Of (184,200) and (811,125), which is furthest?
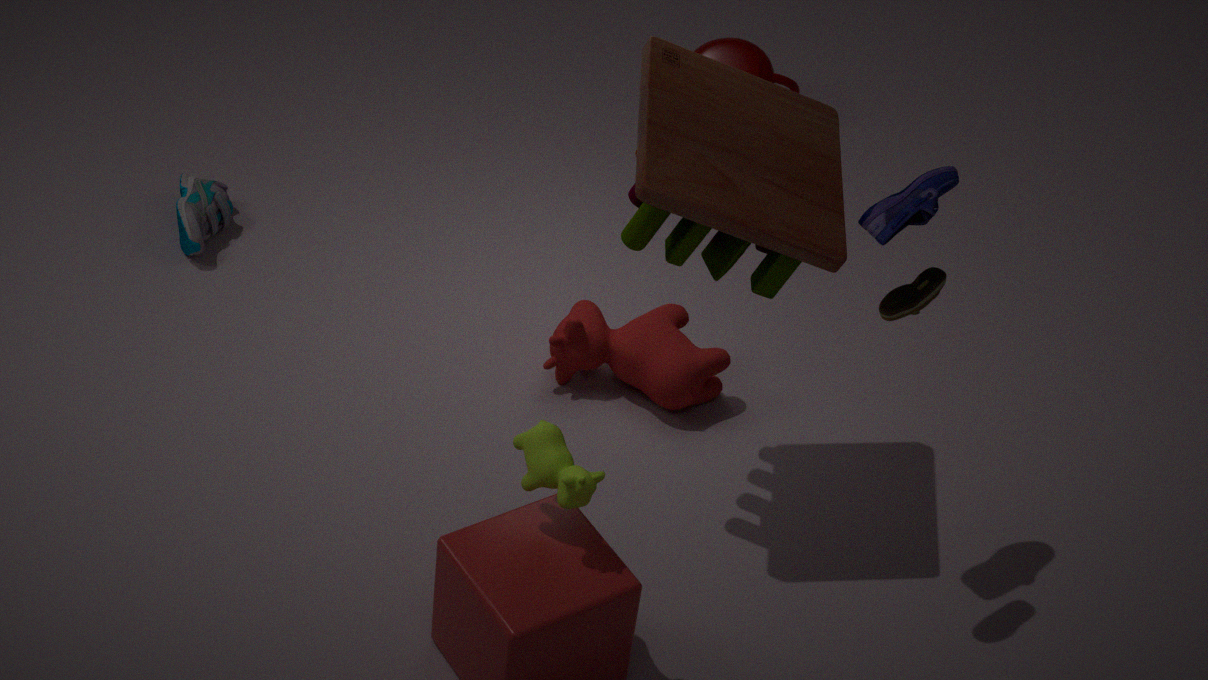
(184,200)
